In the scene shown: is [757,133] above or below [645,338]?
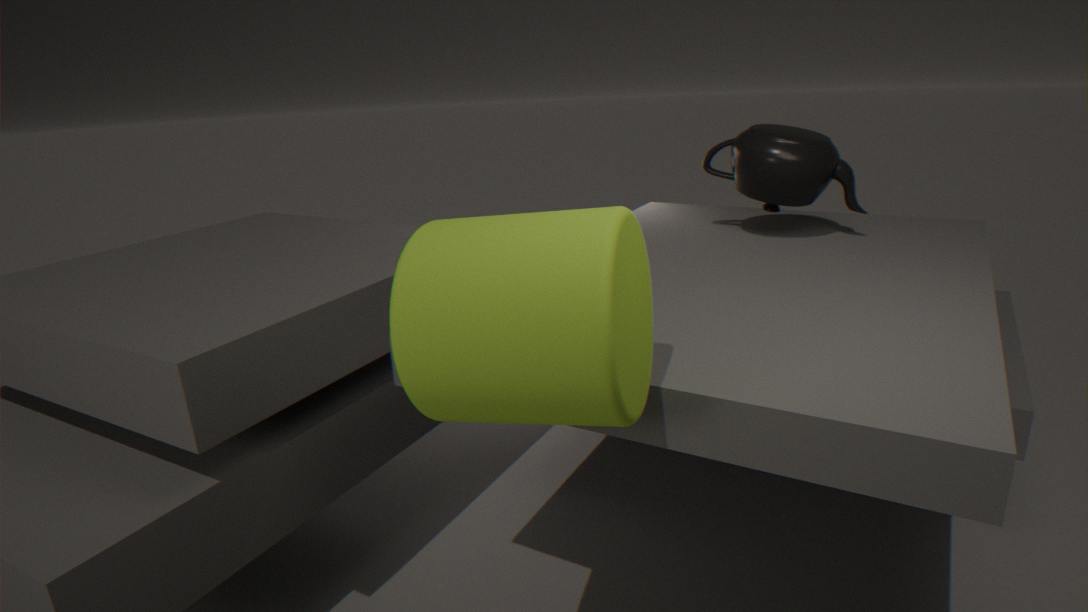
above
